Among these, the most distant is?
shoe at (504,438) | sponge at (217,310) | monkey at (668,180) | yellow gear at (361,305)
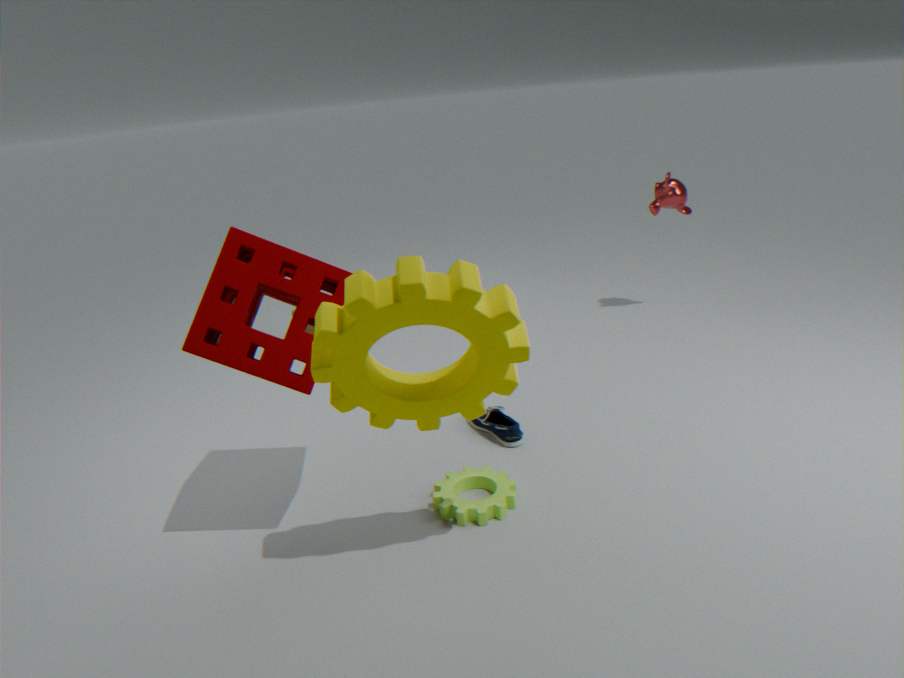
monkey at (668,180)
